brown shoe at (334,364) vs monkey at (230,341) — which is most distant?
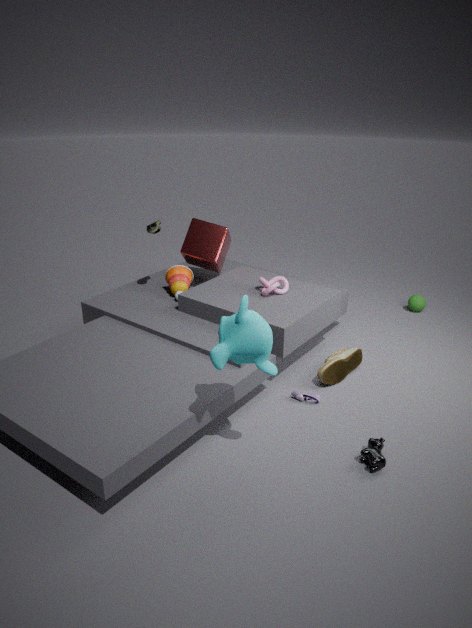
brown shoe at (334,364)
